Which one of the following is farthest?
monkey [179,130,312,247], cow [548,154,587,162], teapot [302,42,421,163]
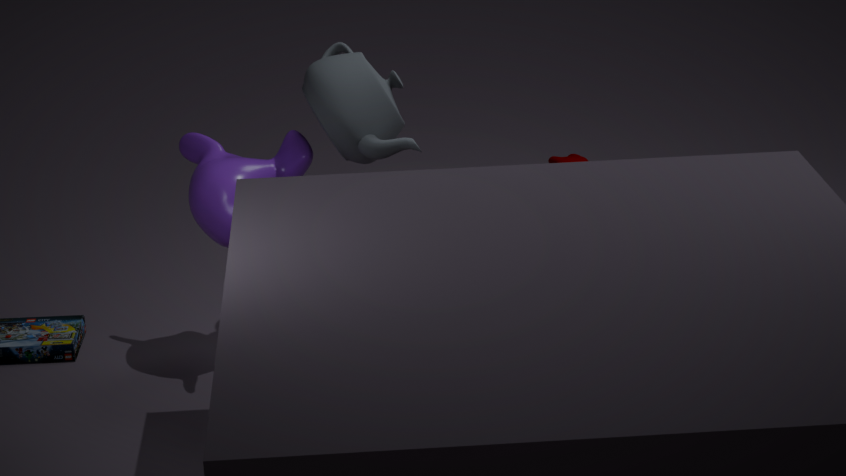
cow [548,154,587,162]
